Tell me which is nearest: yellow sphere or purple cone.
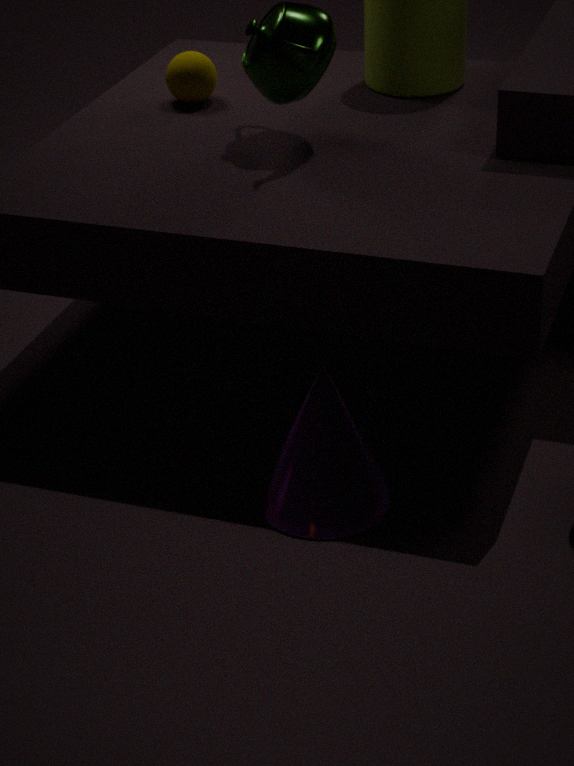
purple cone
